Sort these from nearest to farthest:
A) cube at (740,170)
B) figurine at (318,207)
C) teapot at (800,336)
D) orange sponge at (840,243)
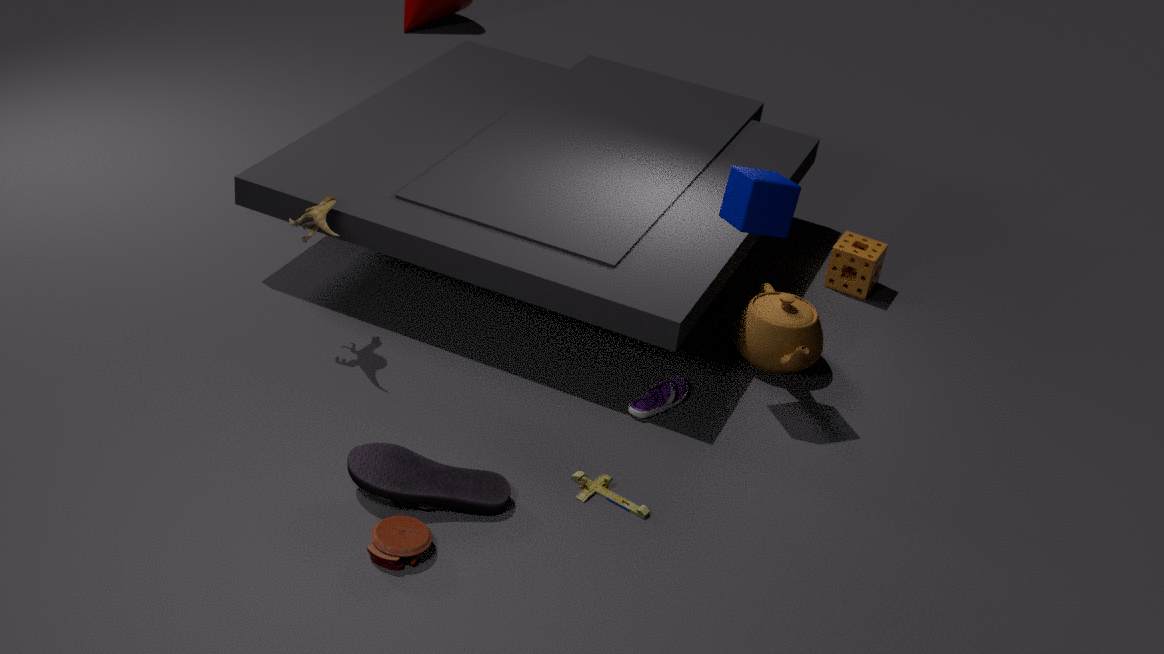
cube at (740,170) → figurine at (318,207) → teapot at (800,336) → orange sponge at (840,243)
